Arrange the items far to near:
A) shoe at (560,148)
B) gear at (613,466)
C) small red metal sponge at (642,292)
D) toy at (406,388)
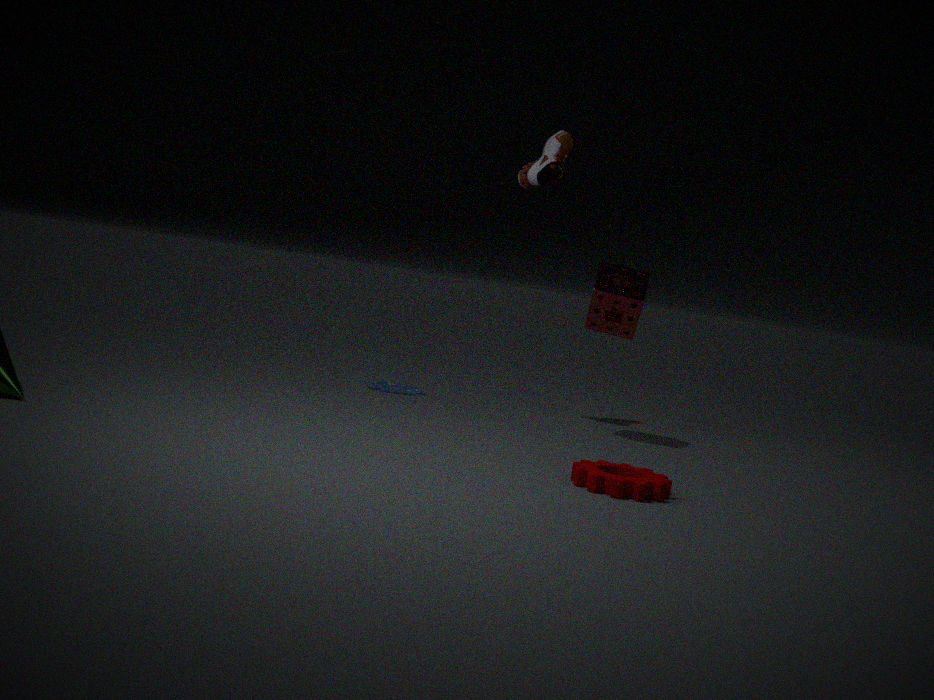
1. toy at (406,388)
2. shoe at (560,148)
3. small red metal sponge at (642,292)
4. gear at (613,466)
